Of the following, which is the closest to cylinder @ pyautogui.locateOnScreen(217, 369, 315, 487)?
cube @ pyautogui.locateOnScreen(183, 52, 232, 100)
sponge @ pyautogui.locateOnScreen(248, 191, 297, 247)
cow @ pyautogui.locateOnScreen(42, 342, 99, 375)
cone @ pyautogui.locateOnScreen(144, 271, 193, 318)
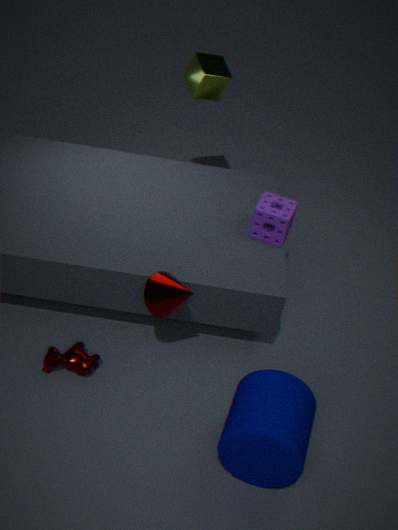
cone @ pyautogui.locateOnScreen(144, 271, 193, 318)
